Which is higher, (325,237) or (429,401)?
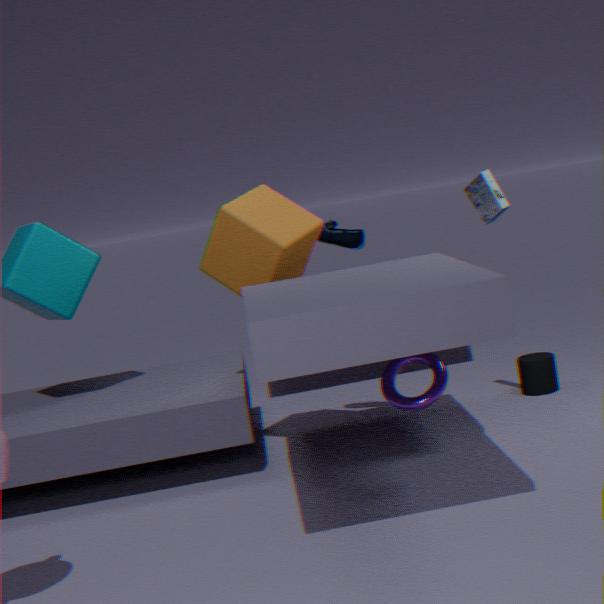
(325,237)
